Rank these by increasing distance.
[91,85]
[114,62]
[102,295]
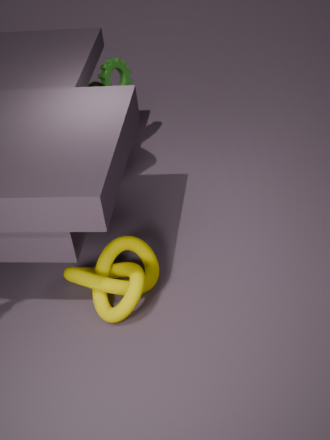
[102,295] → [91,85] → [114,62]
